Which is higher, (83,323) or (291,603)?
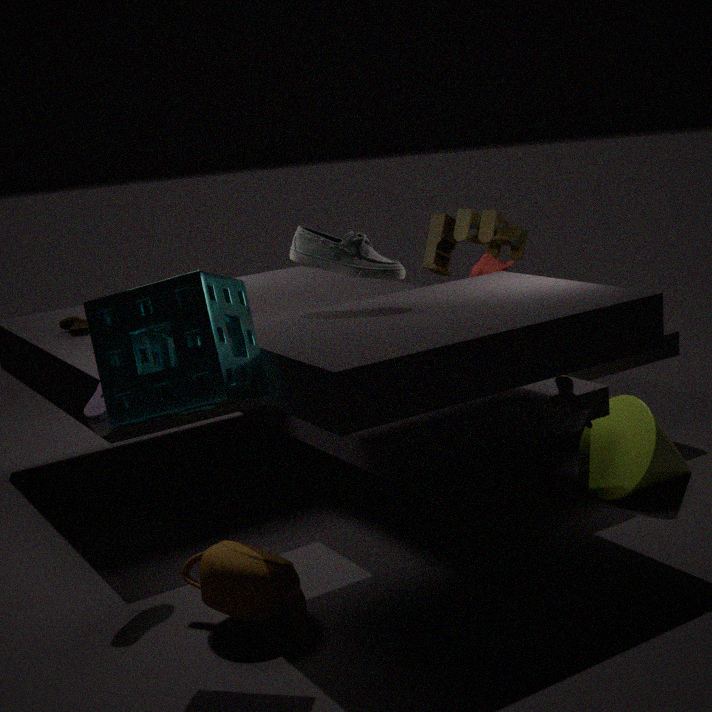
(83,323)
